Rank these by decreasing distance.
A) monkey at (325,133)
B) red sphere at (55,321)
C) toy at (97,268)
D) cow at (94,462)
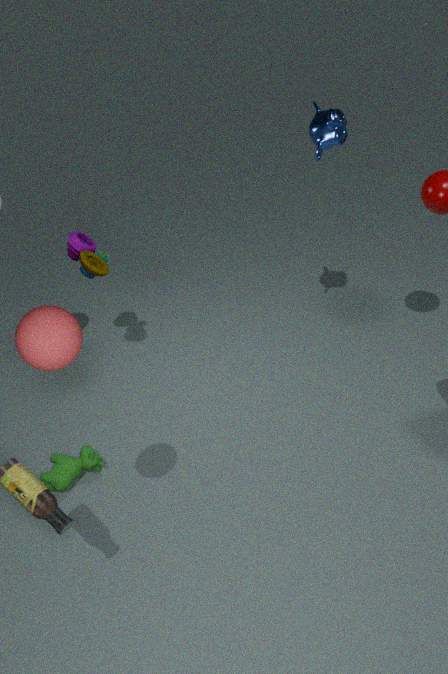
toy at (97,268)
cow at (94,462)
monkey at (325,133)
red sphere at (55,321)
